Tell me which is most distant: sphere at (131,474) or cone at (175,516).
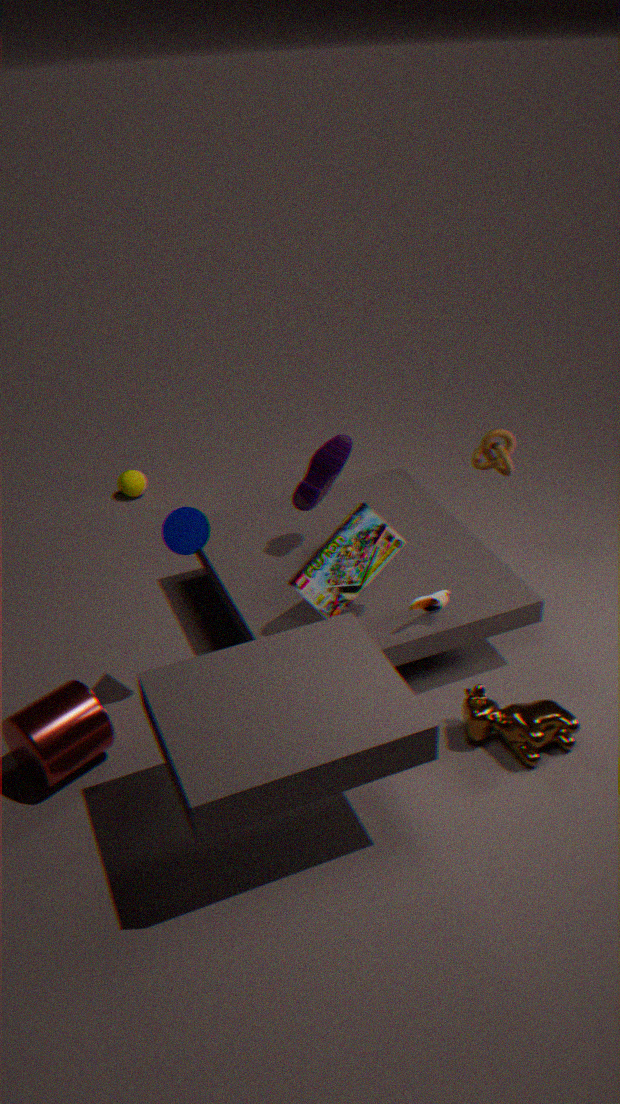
sphere at (131,474)
